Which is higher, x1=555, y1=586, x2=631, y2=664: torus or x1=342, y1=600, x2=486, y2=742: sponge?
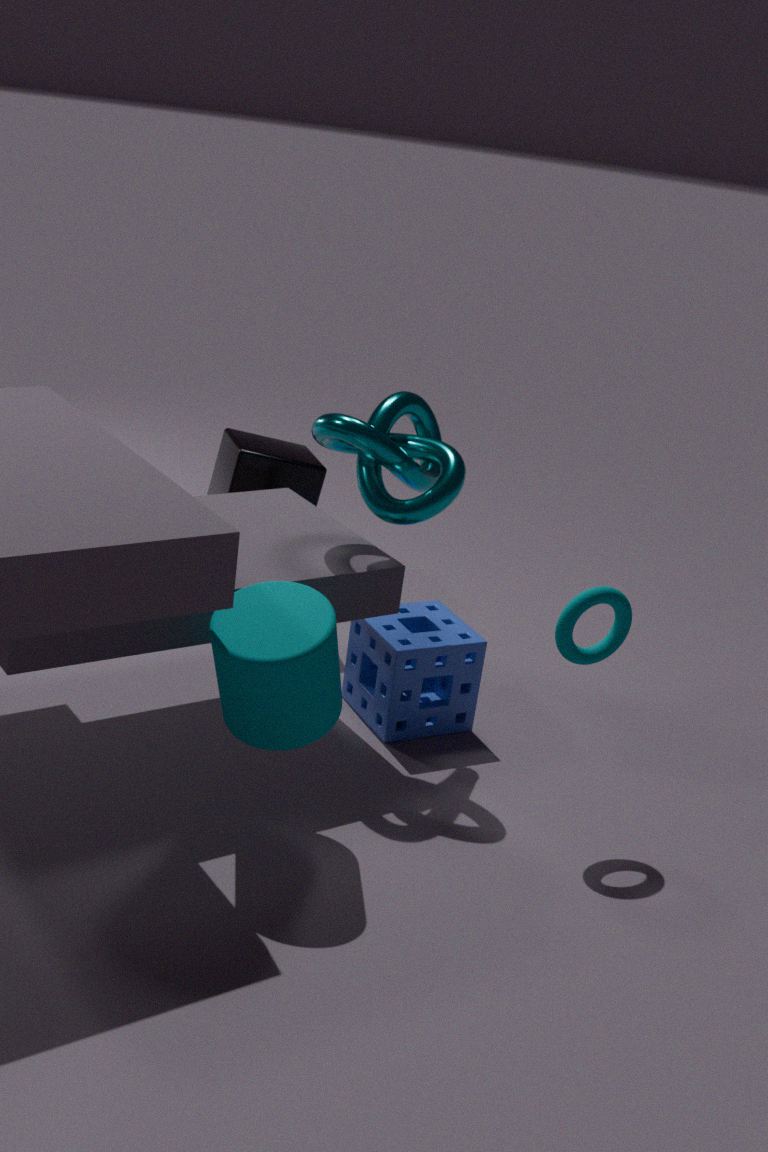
x1=555, y1=586, x2=631, y2=664: torus
